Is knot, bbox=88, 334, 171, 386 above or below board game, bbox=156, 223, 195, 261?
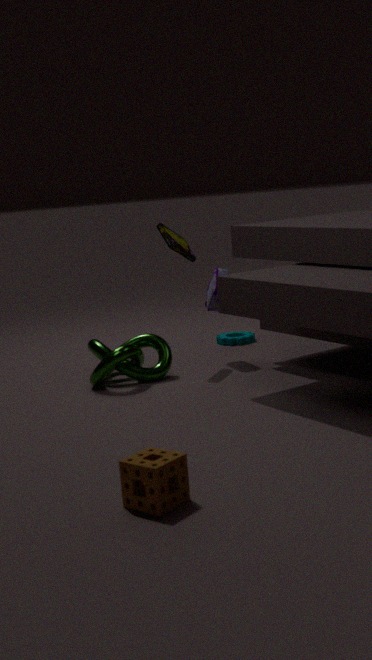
below
